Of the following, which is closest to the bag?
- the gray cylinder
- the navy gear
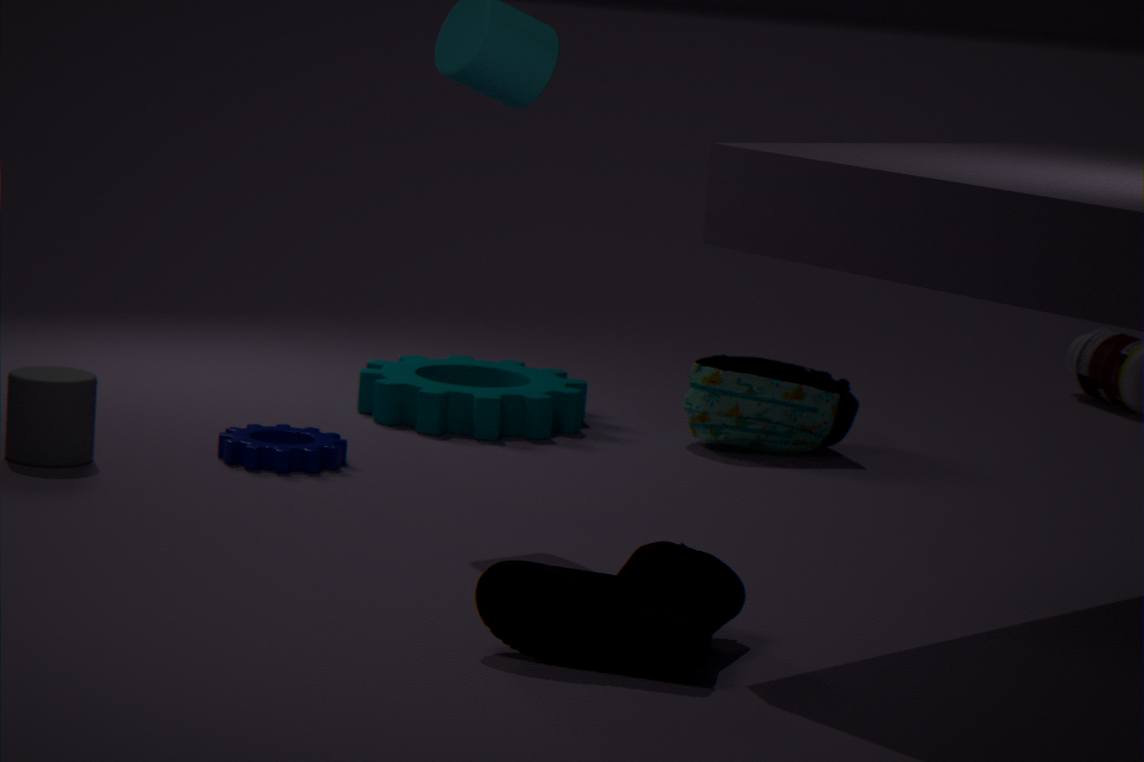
the navy gear
